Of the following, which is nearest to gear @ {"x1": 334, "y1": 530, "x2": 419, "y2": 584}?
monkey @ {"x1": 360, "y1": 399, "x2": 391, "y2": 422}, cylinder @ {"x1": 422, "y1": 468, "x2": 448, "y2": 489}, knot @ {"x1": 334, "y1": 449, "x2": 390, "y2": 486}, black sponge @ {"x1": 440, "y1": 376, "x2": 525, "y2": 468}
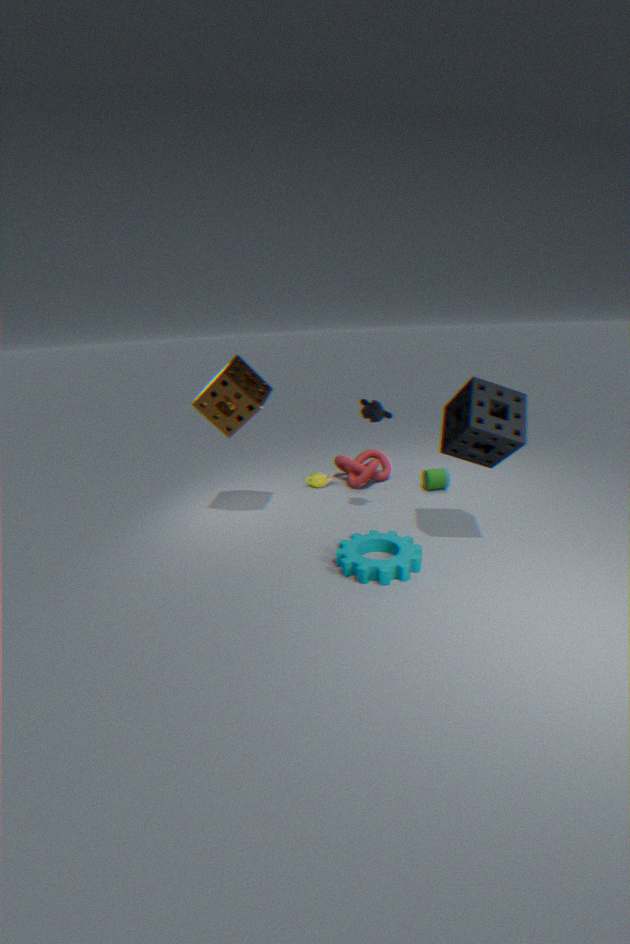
black sponge @ {"x1": 440, "y1": 376, "x2": 525, "y2": 468}
